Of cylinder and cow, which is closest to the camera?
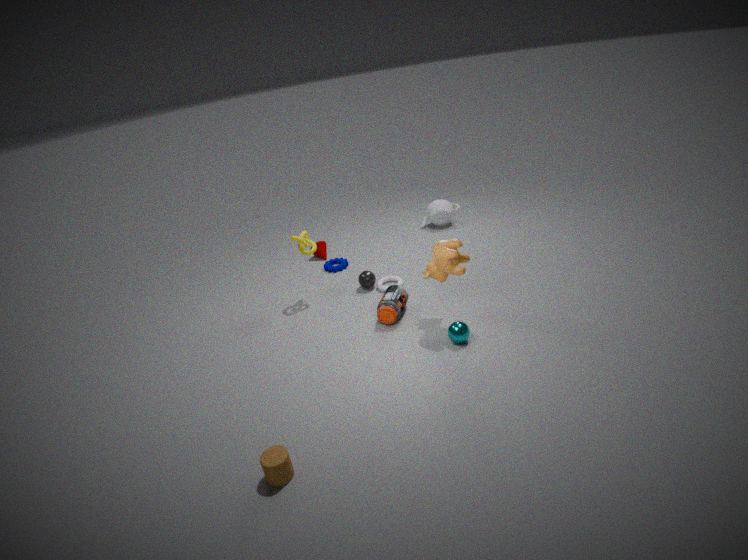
cylinder
